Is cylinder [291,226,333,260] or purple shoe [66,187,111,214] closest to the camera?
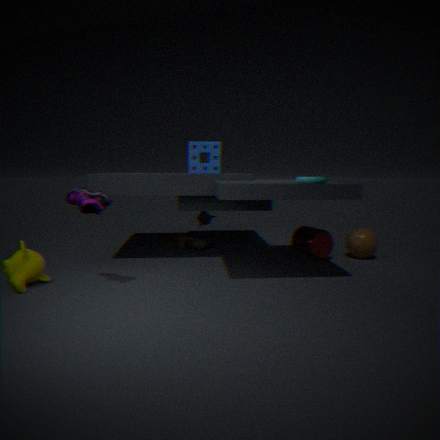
purple shoe [66,187,111,214]
